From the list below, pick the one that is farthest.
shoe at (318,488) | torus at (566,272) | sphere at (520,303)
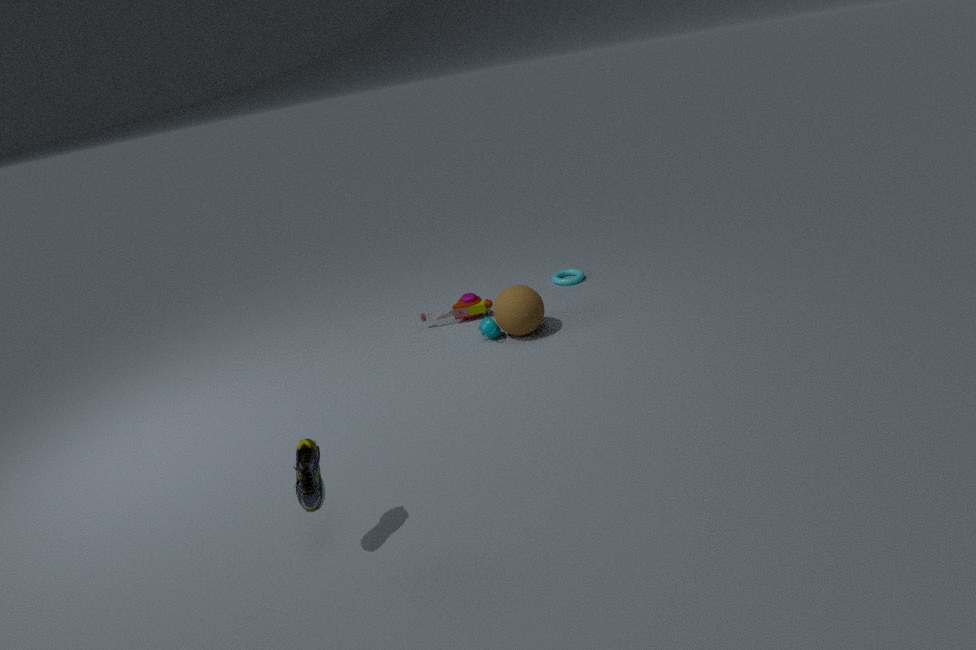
torus at (566,272)
